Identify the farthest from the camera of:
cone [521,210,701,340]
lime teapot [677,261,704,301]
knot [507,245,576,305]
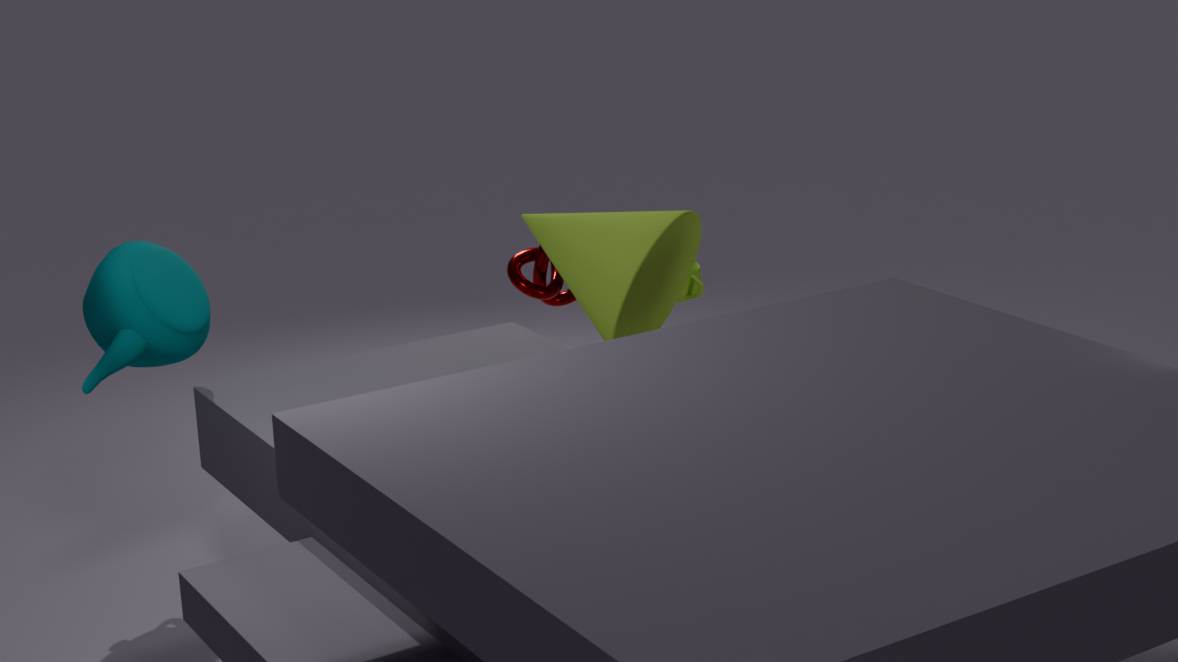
knot [507,245,576,305]
